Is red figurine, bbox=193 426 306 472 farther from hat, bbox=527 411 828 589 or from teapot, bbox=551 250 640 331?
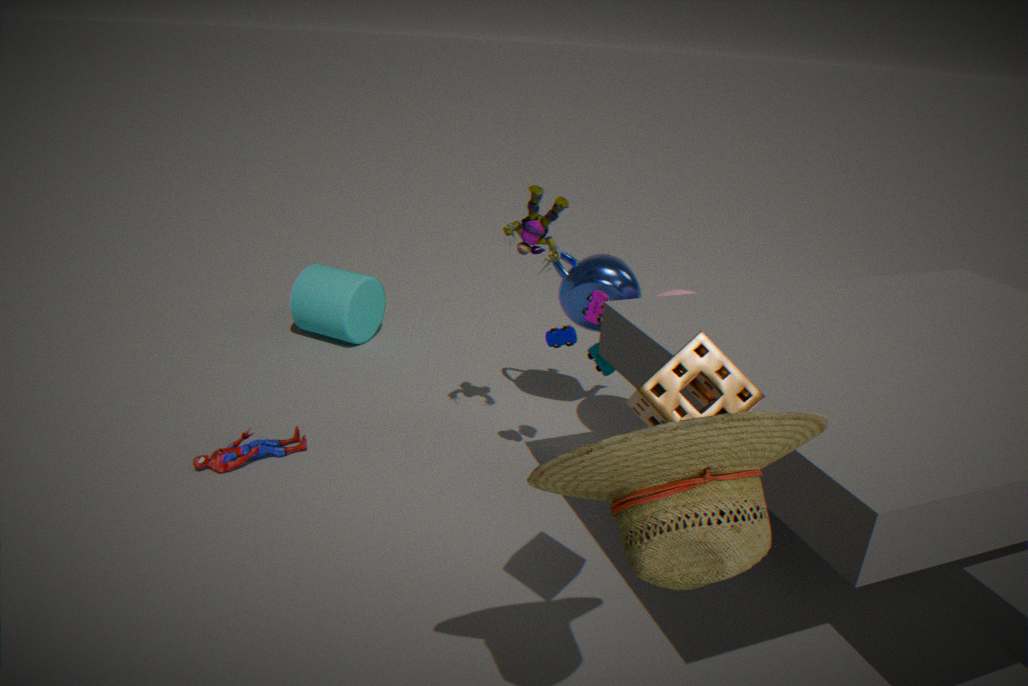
hat, bbox=527 411 828 589
